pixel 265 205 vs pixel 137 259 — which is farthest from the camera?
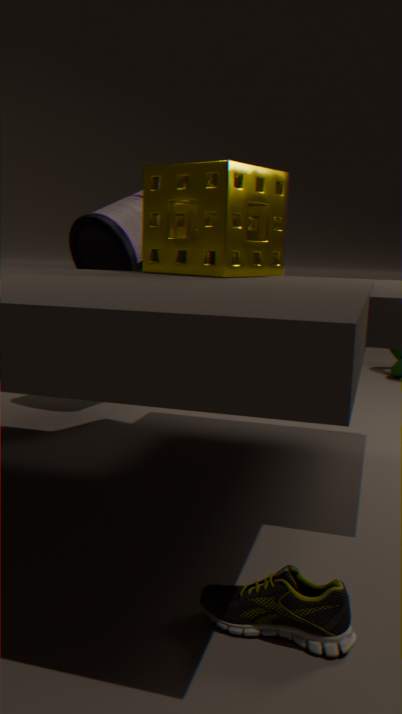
pixel 137 259
